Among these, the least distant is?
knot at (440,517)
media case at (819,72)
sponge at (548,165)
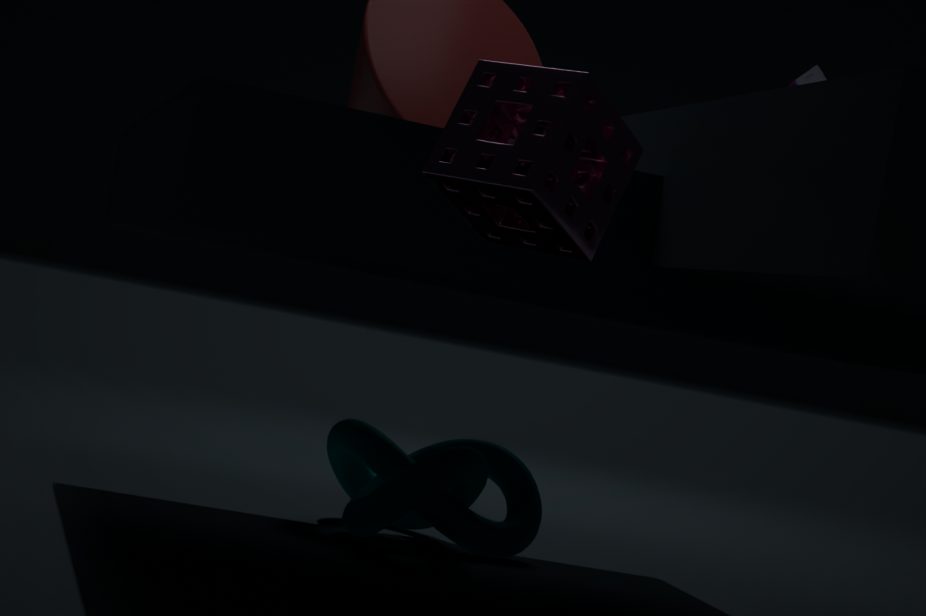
sponge at (548,165)
